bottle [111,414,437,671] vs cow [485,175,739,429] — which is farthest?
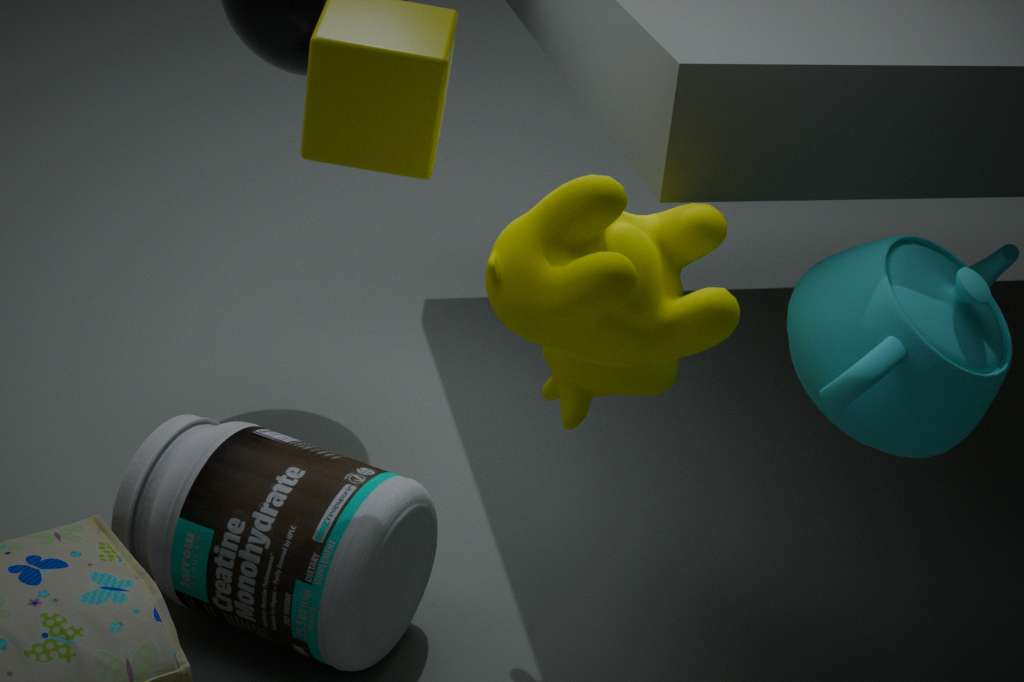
bottle [111,414,437,671]
